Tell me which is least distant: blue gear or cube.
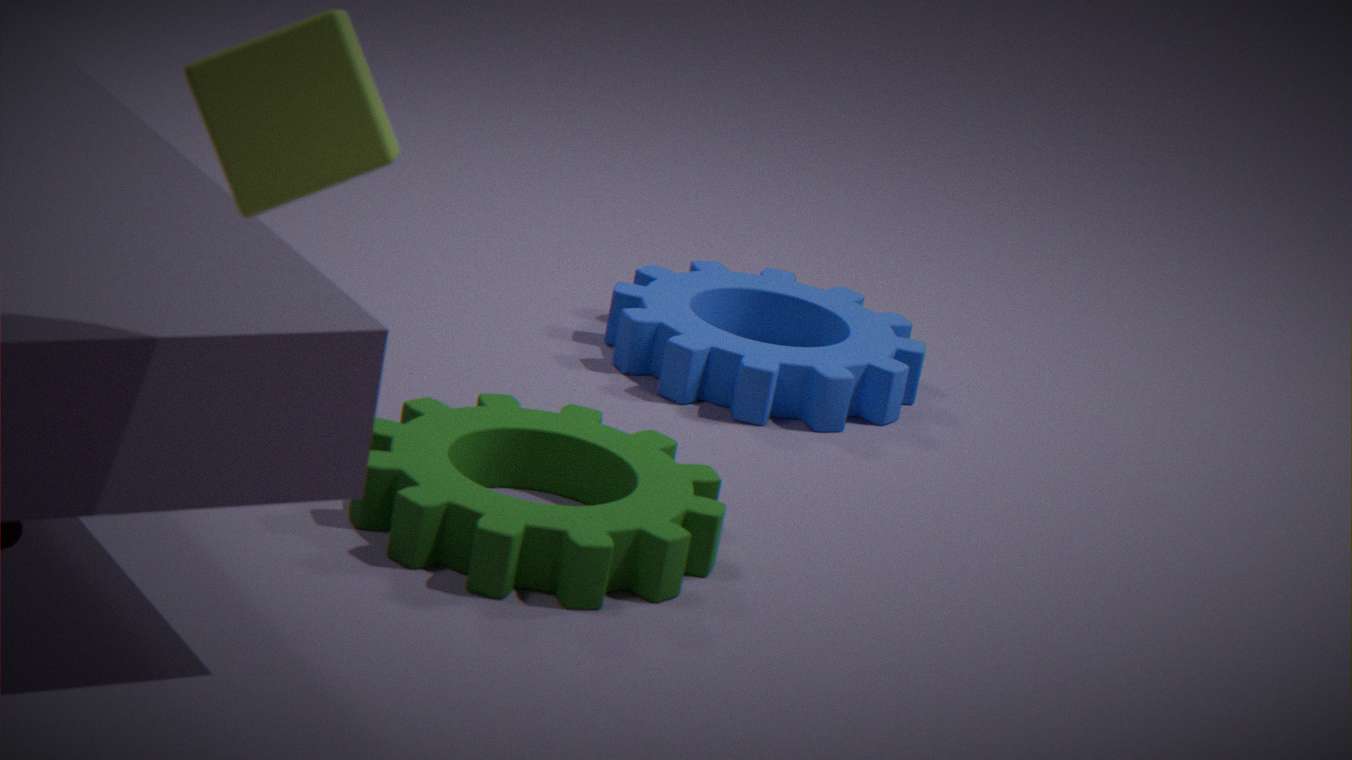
cube
